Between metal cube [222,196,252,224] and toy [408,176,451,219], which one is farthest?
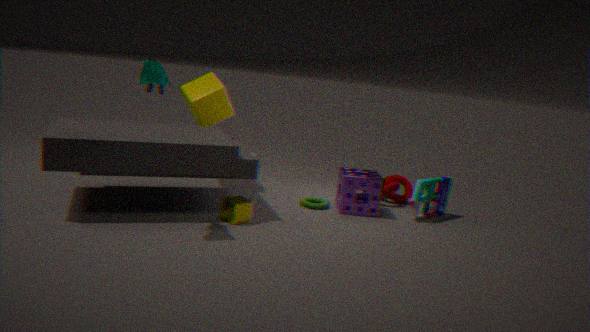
toy [408,176,451,219]
